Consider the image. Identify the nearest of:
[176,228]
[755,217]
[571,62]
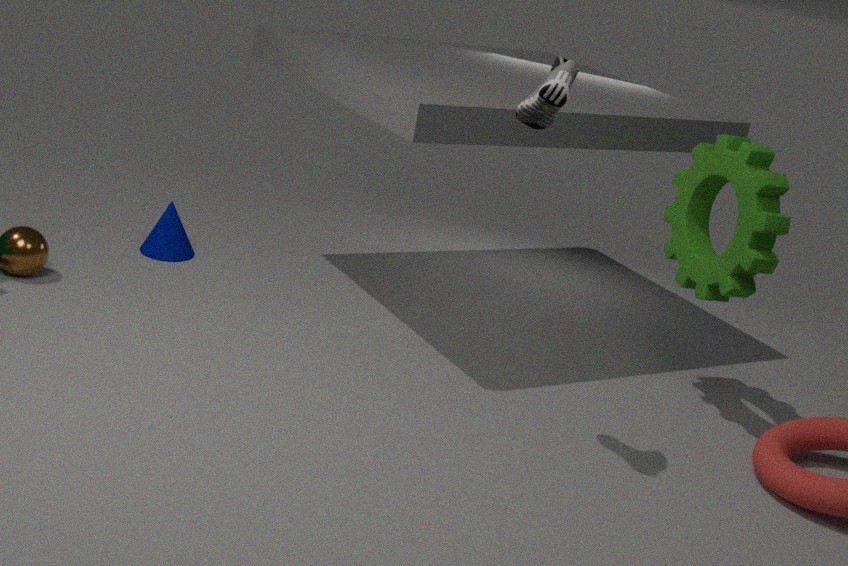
[571,62]
